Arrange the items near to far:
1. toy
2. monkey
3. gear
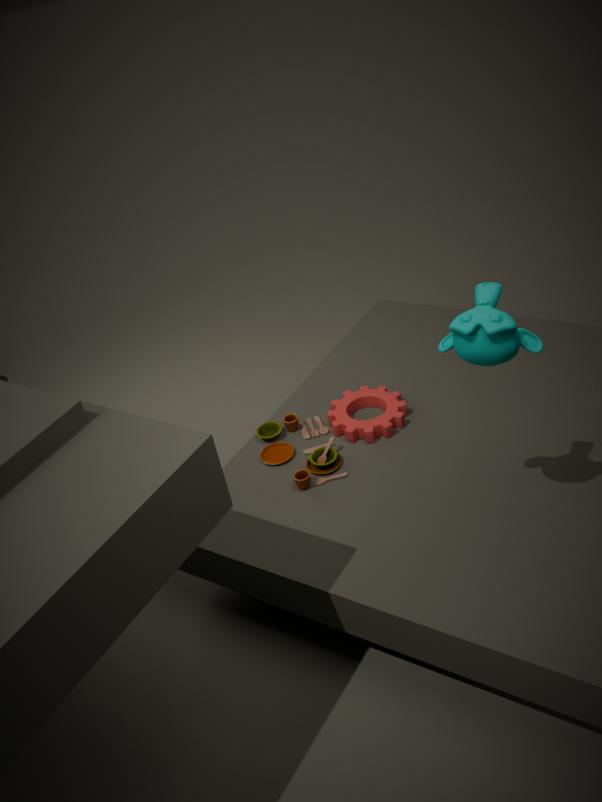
1. monkey
2. toy
3. gear
